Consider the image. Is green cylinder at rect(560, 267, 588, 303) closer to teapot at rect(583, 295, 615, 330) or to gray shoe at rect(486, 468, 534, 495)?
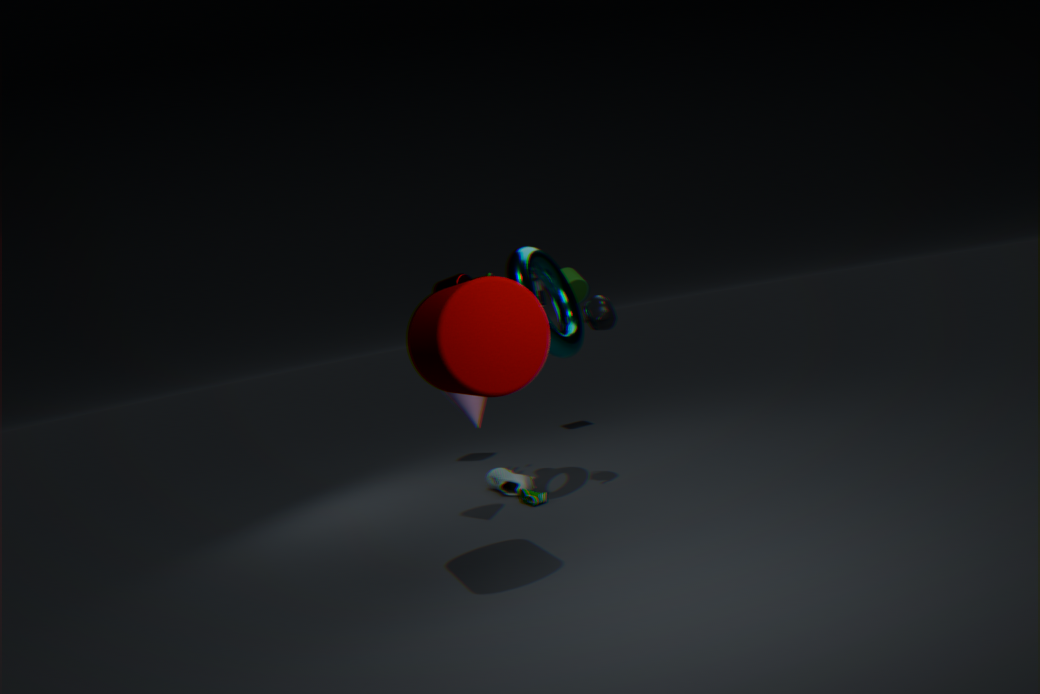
teapot at rect(583, 295, 615, 330)
